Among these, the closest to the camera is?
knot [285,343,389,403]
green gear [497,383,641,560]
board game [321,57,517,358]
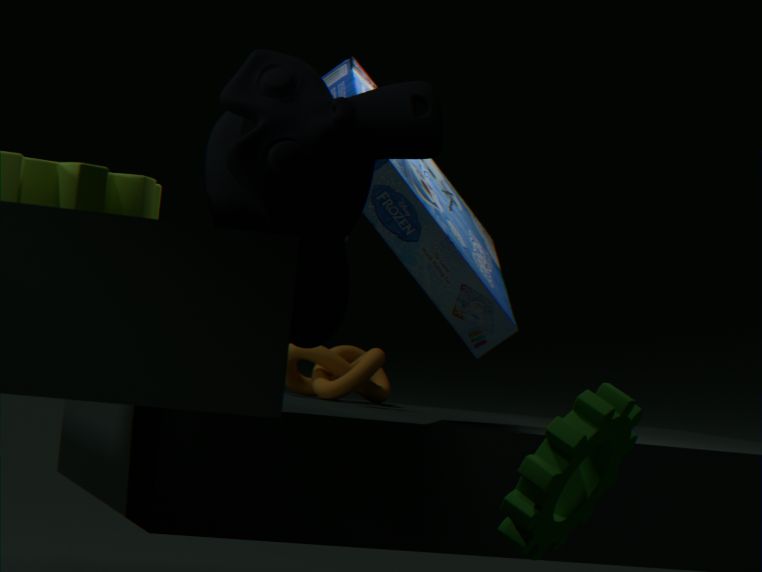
green gear [497,383,641,560]
